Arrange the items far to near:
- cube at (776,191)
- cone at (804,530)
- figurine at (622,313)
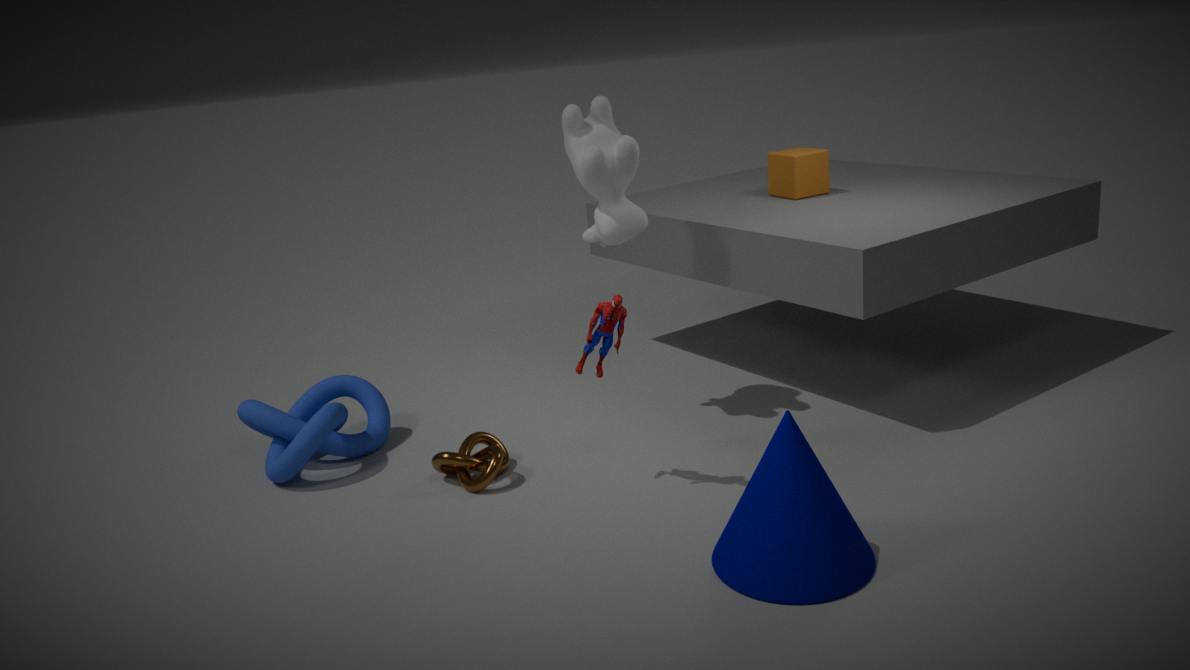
cube at (776,191) → figurine at (622,313) → cone at (804,530)
